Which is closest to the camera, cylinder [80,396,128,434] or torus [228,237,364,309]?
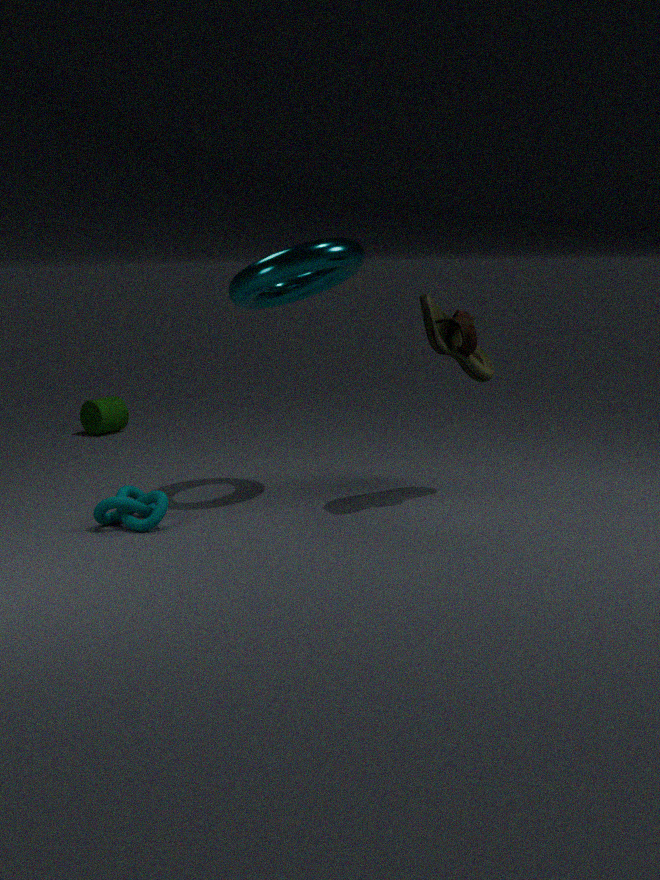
torus [228,237,364,309]
